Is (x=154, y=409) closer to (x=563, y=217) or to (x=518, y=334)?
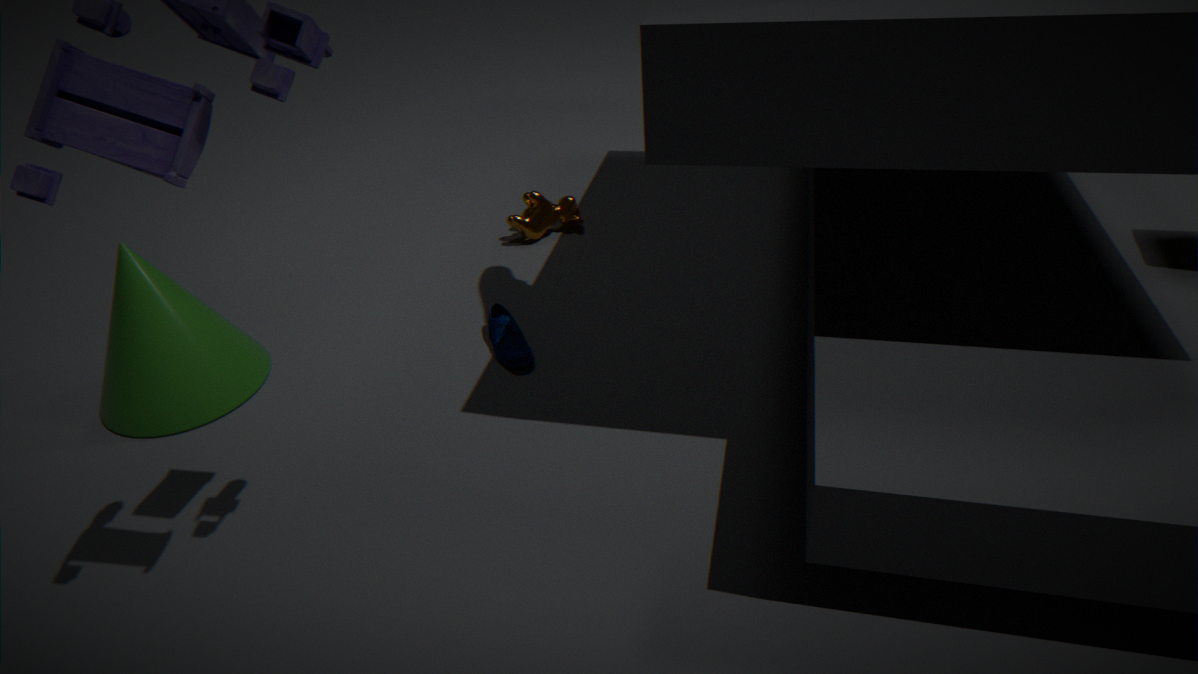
(x=518, y=334)
